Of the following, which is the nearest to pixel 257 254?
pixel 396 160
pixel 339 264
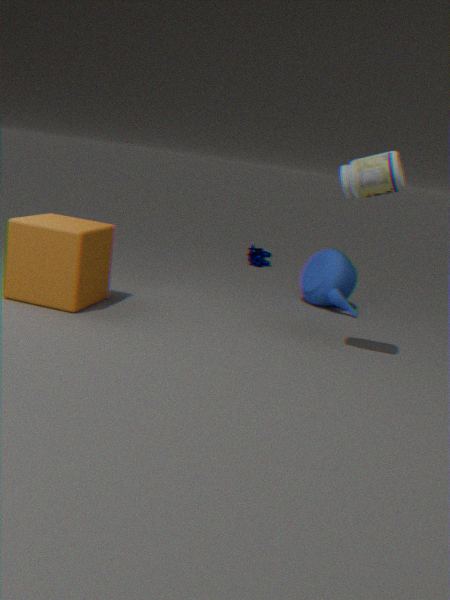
pixel 339 264
